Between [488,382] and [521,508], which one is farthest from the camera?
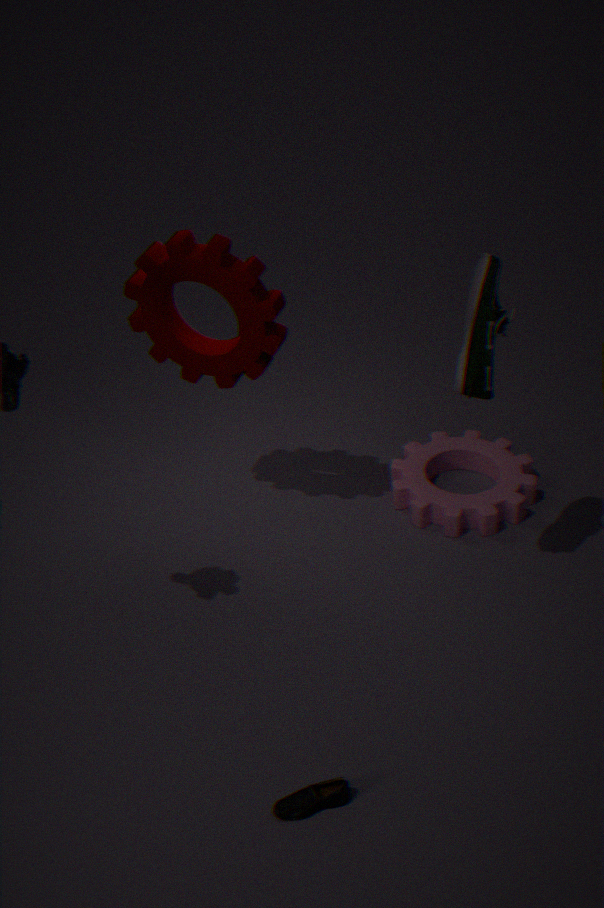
[521,508]
